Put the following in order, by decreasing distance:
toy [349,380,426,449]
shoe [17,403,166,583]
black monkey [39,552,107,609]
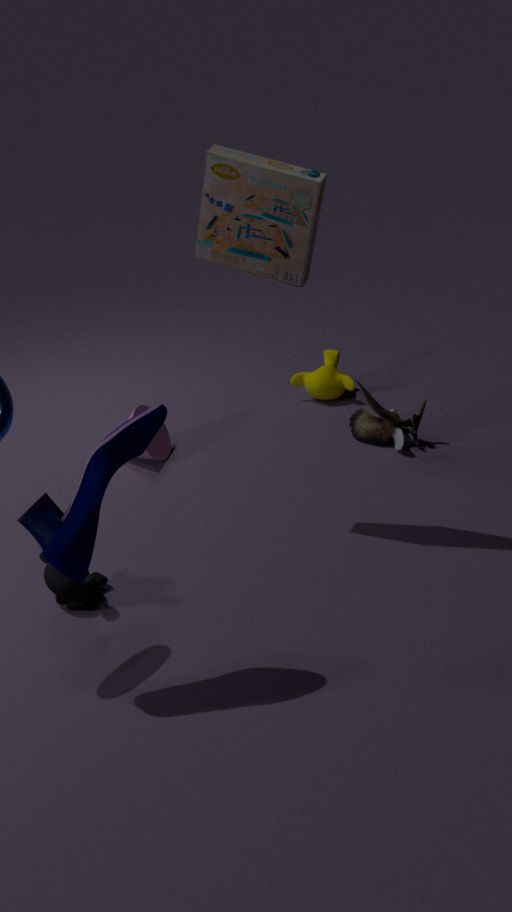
1. toy [349,380,426,449]
2. black monkey [39,552,107,609]
3. shoe [17,403,166,583]
